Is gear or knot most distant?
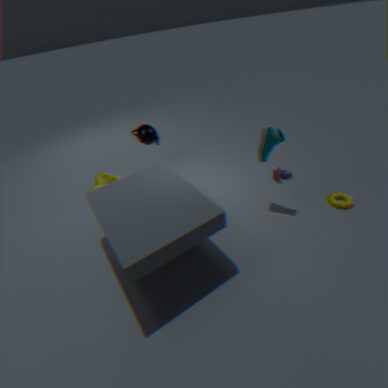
knot
